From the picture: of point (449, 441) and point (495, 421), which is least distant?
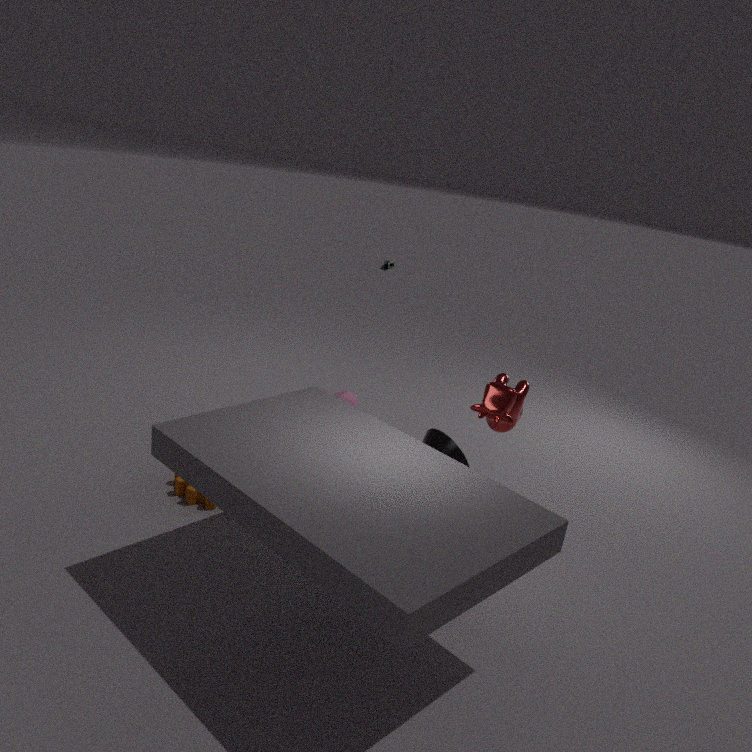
point (495, 421)
